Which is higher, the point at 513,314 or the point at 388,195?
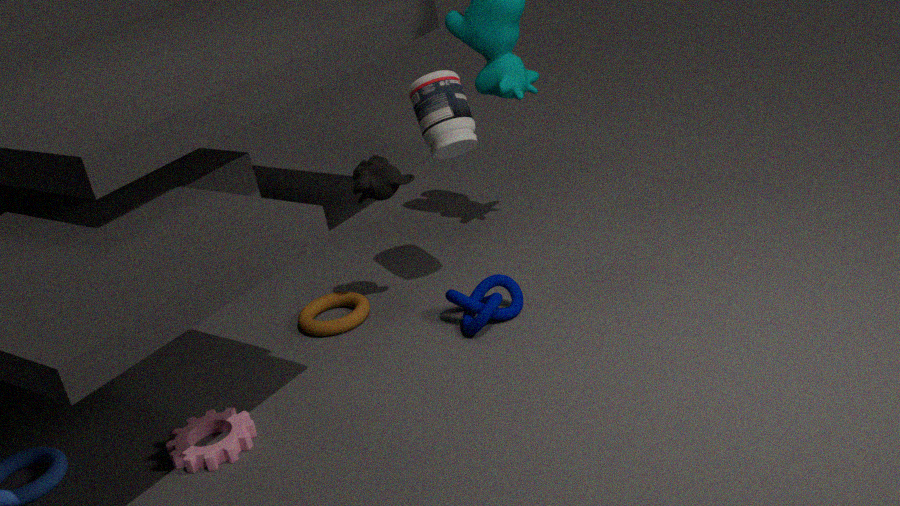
the point at 388,195
